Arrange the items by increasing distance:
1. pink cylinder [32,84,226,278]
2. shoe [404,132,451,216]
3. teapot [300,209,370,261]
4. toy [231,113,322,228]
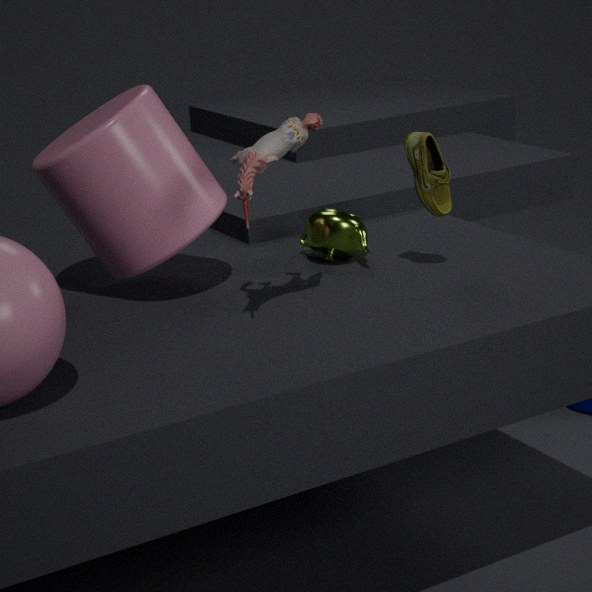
toy [231,113,322,228] < pink cylinder [32,84,226,278] < shoe [404,132,451,216] < teapot [300,209,370,261]
